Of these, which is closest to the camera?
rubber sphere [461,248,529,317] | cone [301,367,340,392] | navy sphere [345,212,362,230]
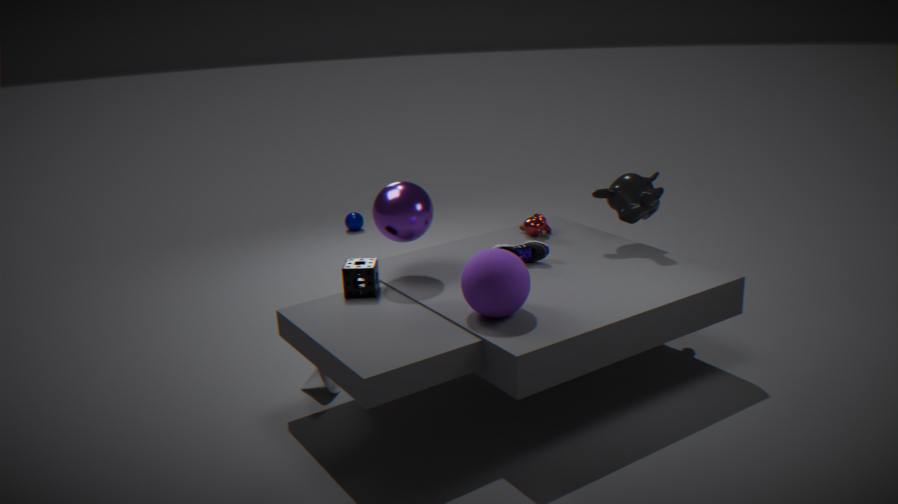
rubber sphere [461,248,529,317]
